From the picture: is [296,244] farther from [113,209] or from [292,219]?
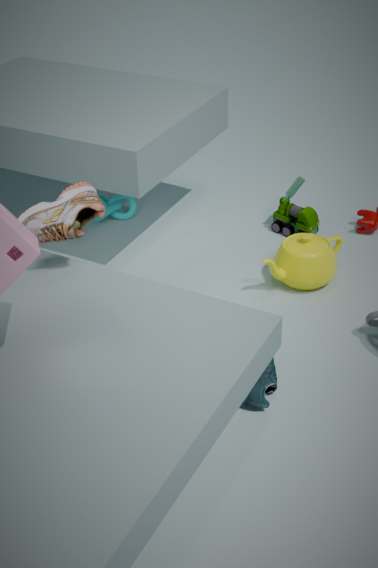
[113,209]
